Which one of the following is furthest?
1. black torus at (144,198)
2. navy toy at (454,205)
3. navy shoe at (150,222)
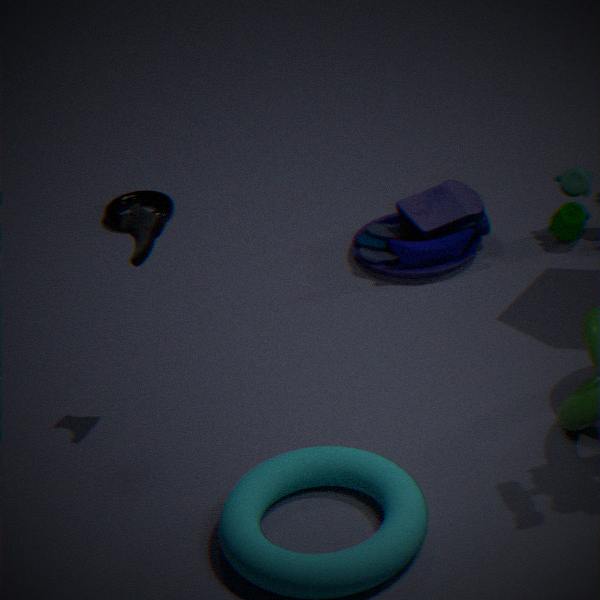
black torus at (144,198)
